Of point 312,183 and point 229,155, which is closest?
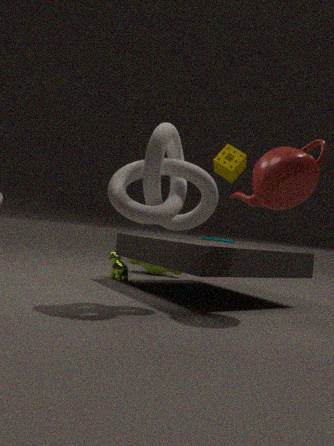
point 312,183
